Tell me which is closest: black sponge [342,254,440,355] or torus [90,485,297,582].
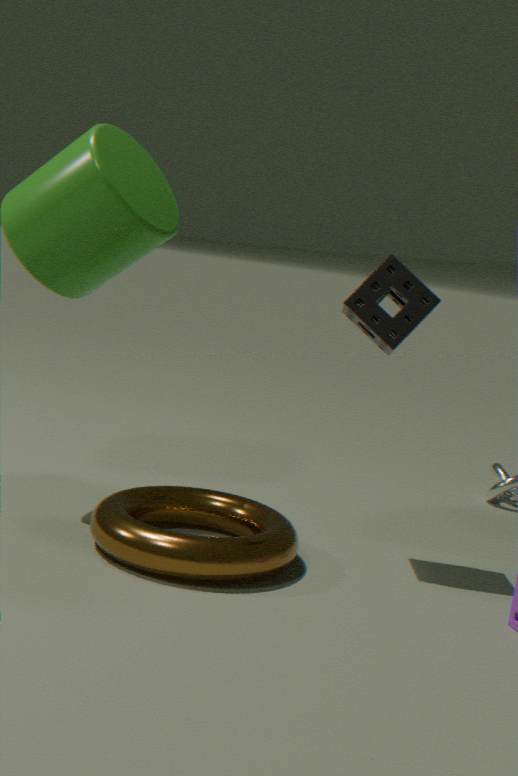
torus [90,485,297,582]
